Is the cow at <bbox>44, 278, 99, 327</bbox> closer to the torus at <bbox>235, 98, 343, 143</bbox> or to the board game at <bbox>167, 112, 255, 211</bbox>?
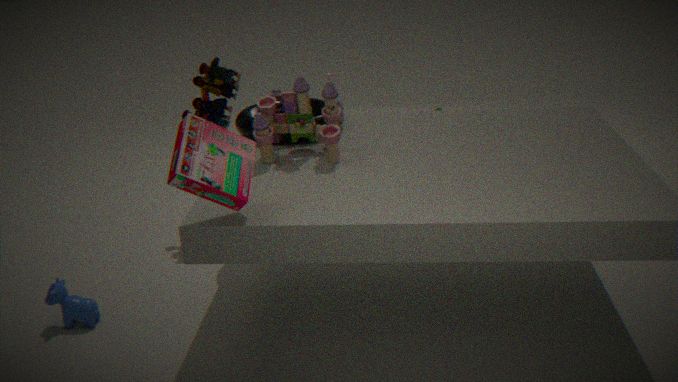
the torus at <bbox>235, 98, 343, 143</bbox>
